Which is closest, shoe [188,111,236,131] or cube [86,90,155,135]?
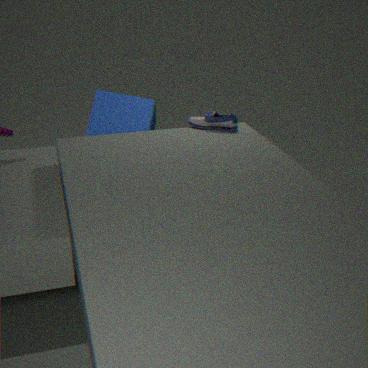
shoe [188,111,236,131]
